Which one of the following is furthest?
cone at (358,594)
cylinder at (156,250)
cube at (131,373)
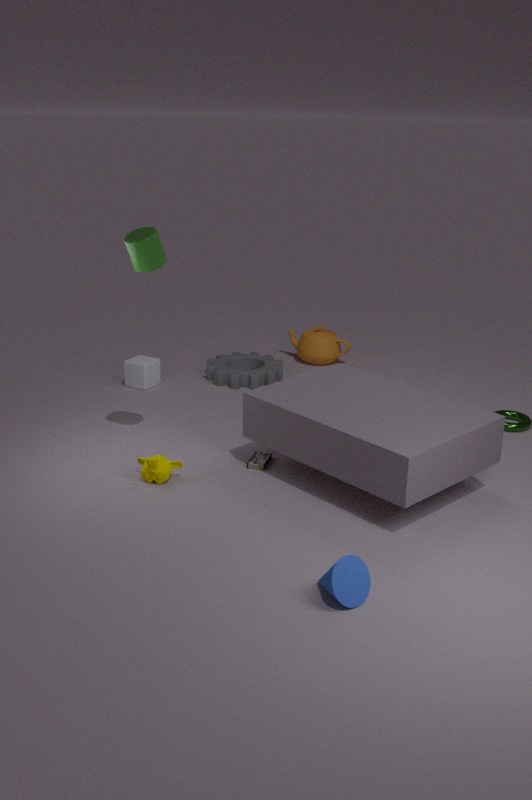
cube at (131,373)
